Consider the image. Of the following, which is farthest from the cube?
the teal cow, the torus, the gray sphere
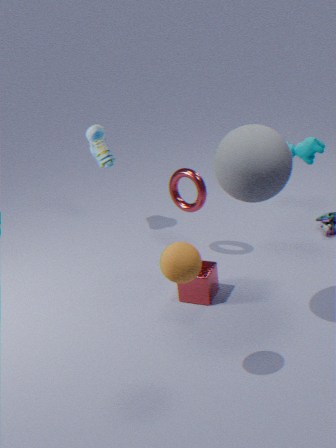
the teal cow
